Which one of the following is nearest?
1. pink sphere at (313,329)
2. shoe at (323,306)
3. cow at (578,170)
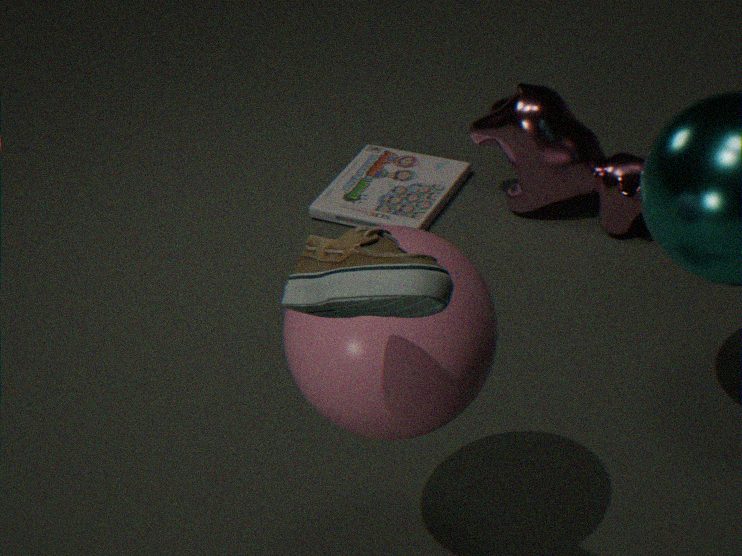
shoe at (323,306)
